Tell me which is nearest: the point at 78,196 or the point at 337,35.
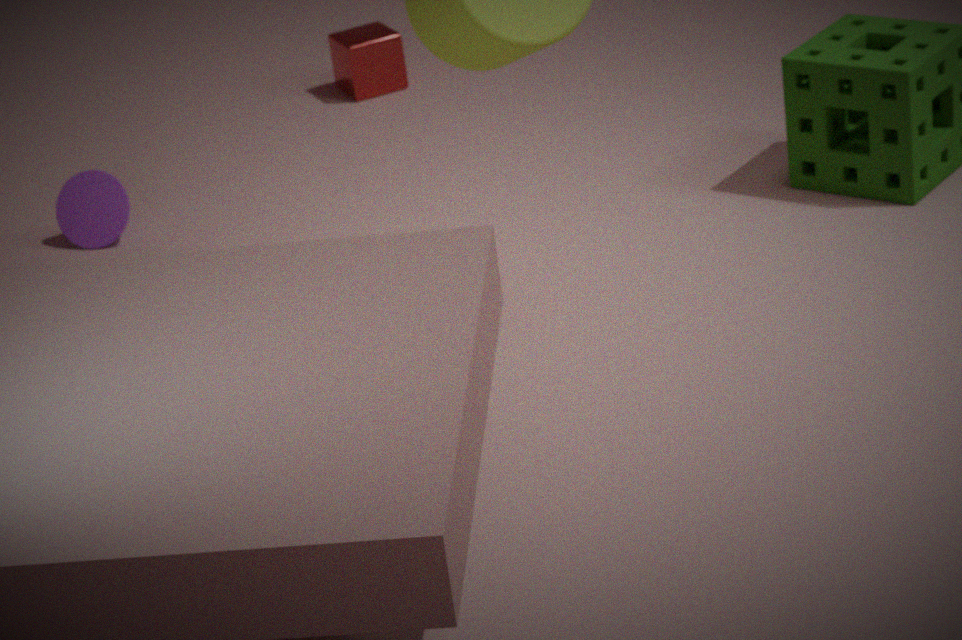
the point at 78,196
